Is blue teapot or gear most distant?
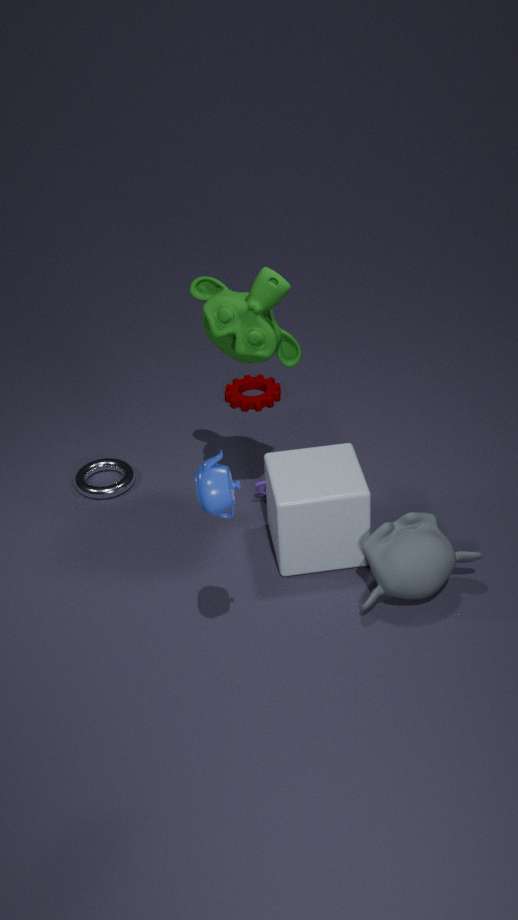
gear
